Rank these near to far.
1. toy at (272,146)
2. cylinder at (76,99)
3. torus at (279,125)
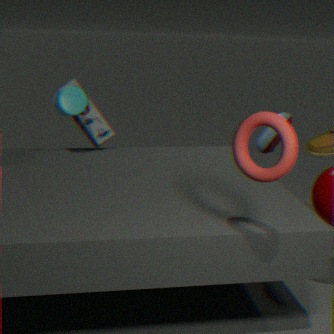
torus at (279,125) < cylinder at (76,99) < toy at (272,146)
